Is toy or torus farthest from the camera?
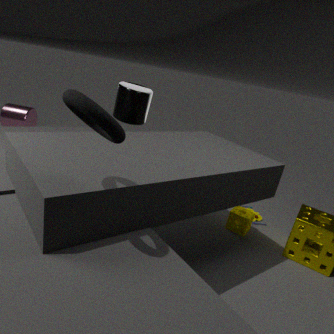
toy
